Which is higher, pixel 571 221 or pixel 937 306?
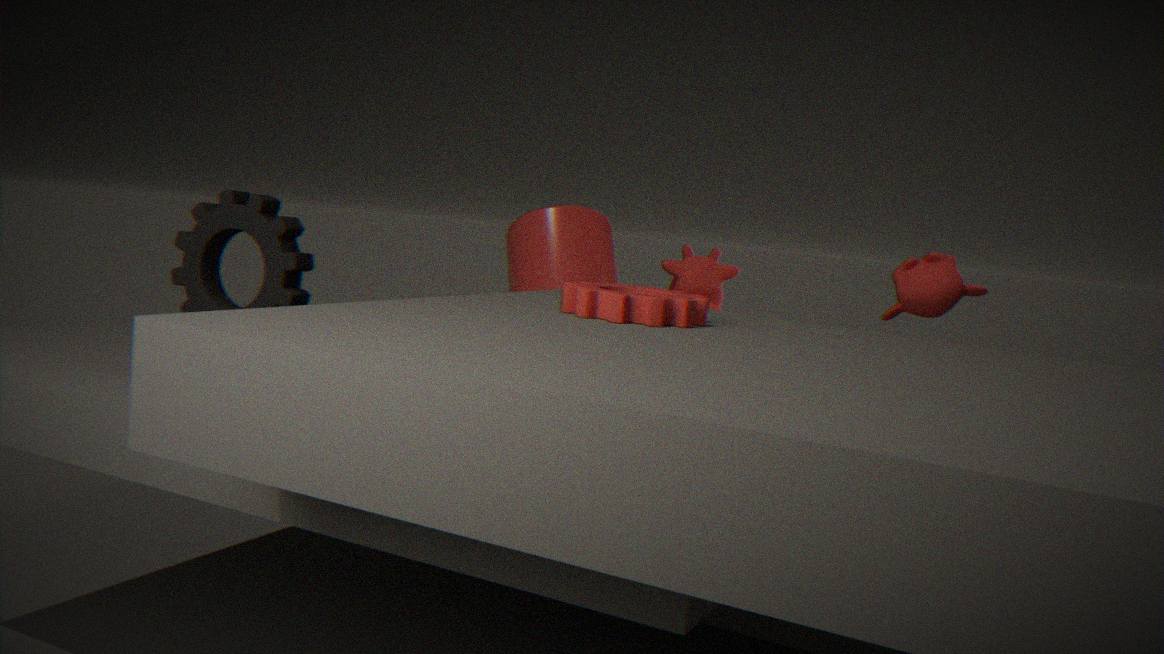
pixel 937 306
